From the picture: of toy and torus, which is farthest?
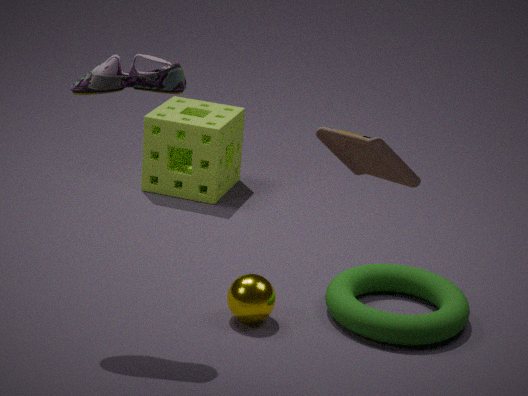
torus
